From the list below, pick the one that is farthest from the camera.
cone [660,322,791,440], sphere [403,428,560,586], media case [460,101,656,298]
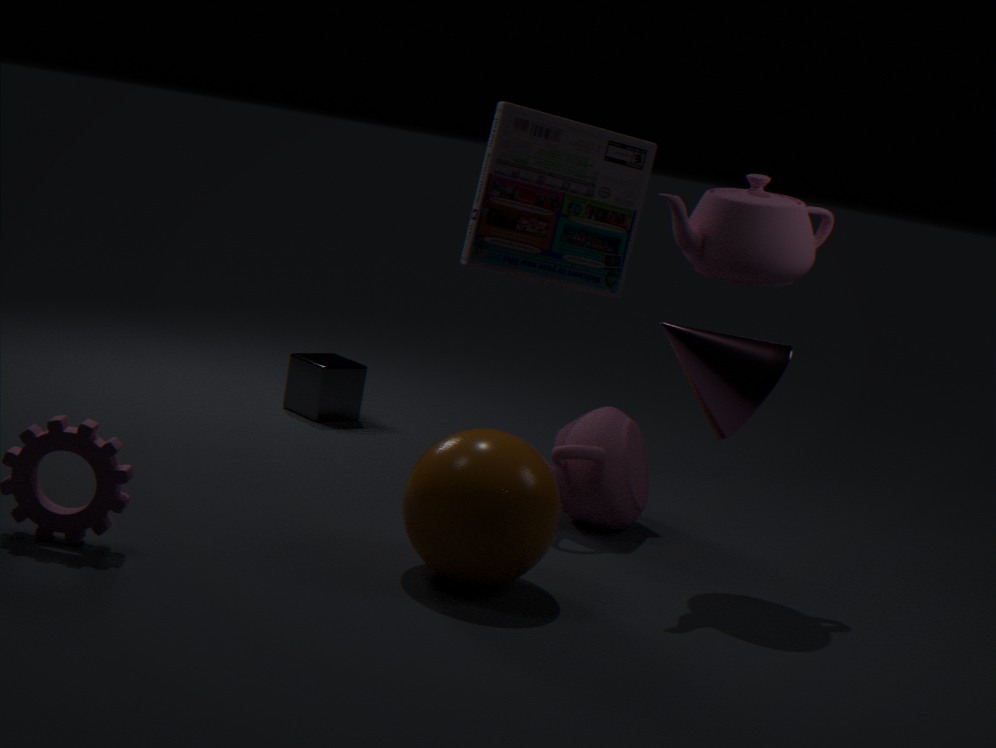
media case [460,101,656,298]
